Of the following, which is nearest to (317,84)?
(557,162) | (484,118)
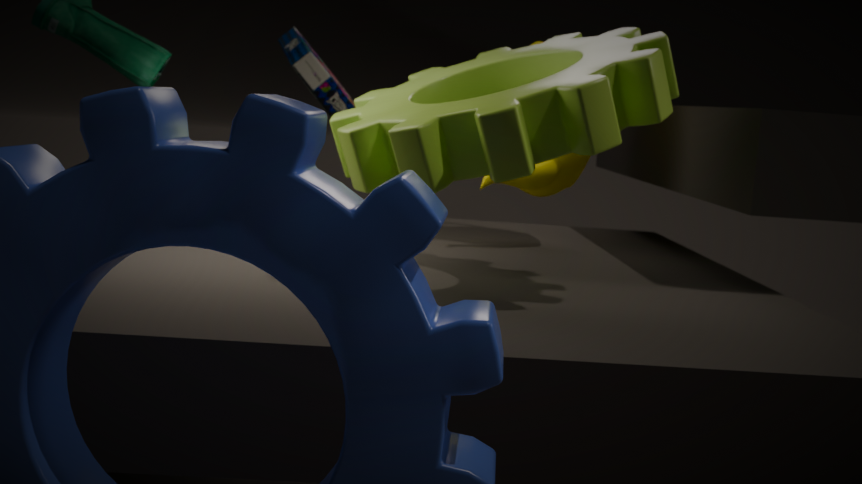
(557,162)
